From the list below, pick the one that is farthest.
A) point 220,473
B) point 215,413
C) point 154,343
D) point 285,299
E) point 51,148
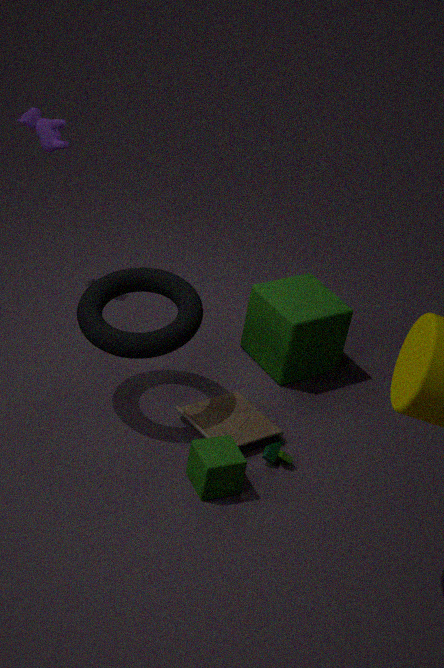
point 51,148
